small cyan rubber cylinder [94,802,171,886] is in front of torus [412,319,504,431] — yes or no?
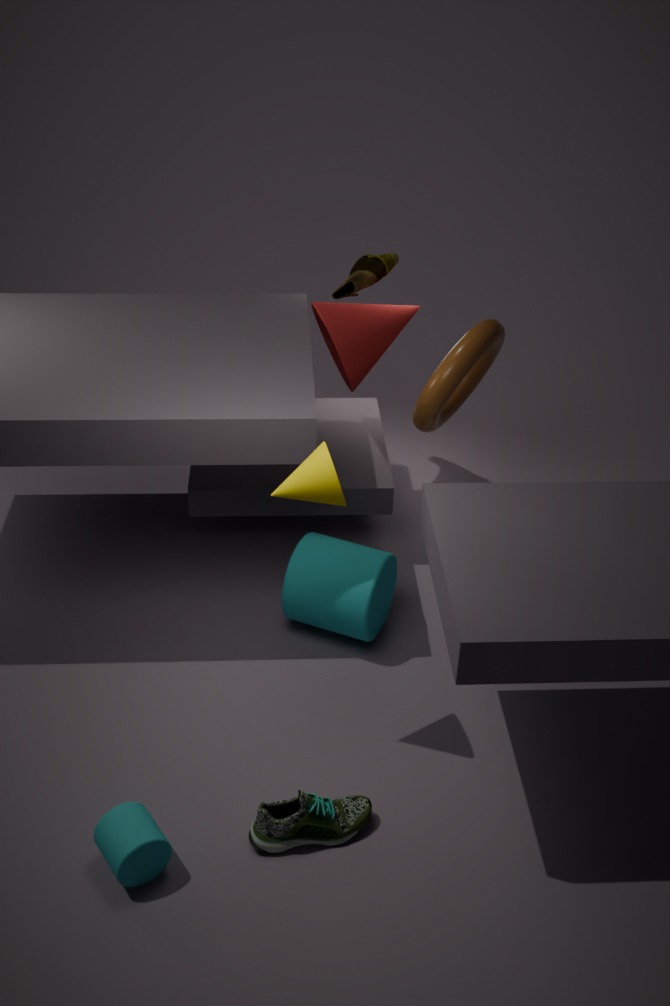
Yes
